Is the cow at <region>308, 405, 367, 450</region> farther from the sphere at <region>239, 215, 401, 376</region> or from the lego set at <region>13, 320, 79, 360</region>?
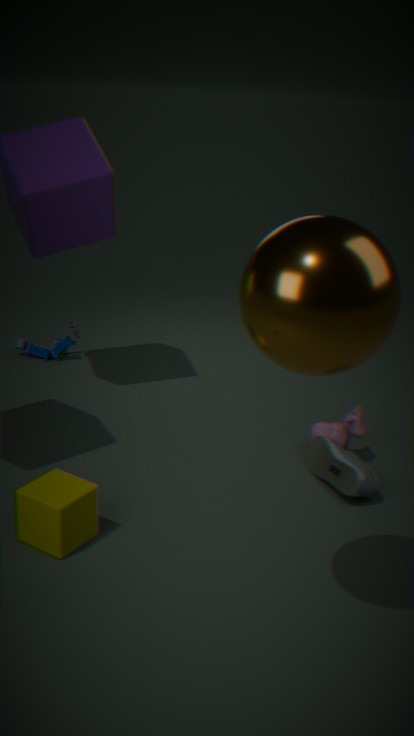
the lego set at <region>13, 320, 79, 360</region>
